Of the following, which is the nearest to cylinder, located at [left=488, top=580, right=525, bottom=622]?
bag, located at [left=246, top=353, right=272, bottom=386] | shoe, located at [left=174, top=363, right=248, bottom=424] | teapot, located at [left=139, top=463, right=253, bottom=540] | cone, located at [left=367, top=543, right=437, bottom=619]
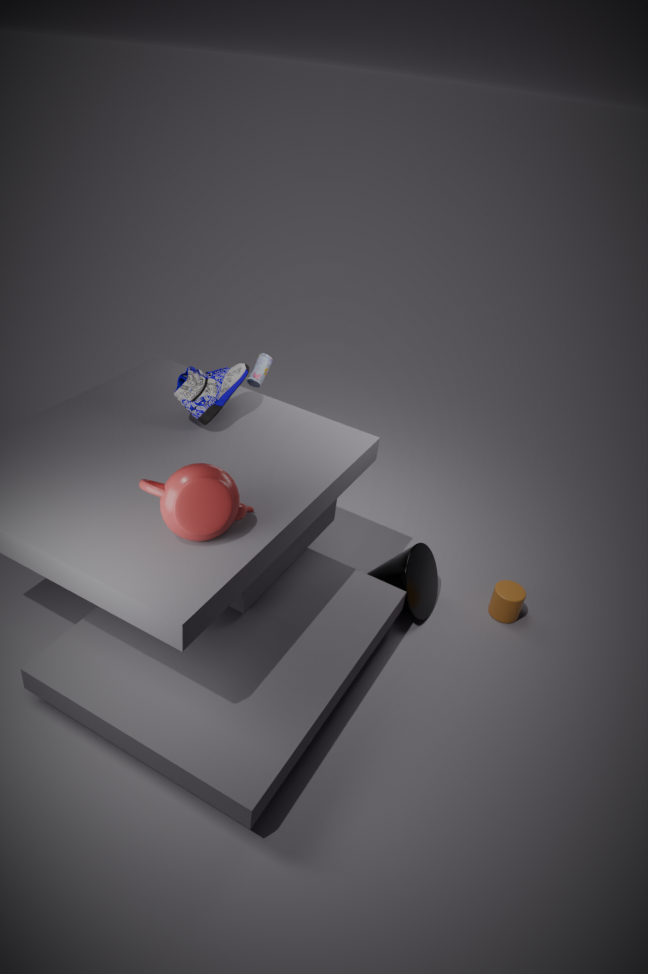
cone, located at [left=367, top=543, right=437, bottom=619]
